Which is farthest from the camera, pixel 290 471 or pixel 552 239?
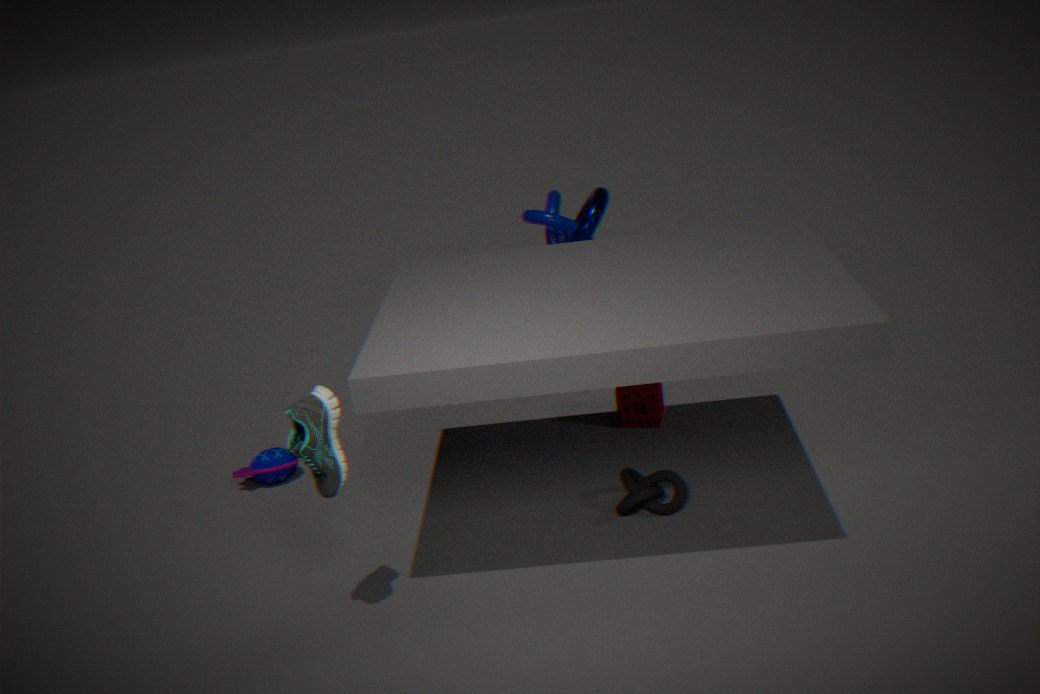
pixel 552 239
